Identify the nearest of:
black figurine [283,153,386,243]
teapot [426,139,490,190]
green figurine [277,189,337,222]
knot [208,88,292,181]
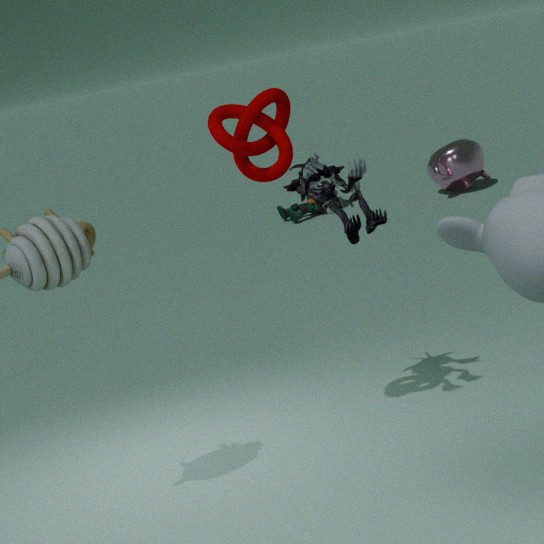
knot [208,88,292,181]
